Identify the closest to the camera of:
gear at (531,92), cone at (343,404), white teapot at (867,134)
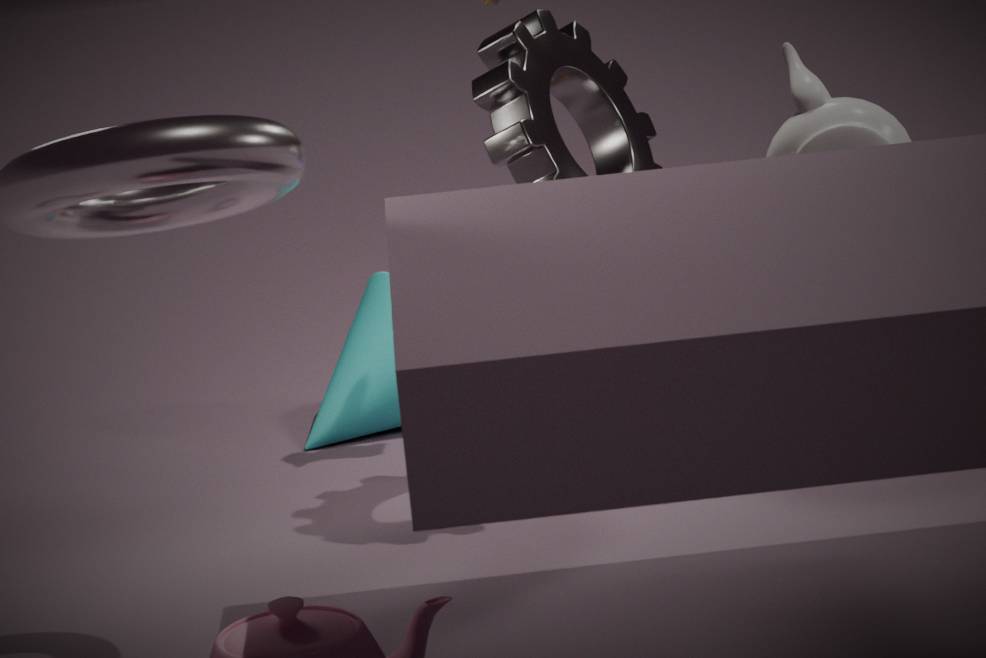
gear at (531,92)
